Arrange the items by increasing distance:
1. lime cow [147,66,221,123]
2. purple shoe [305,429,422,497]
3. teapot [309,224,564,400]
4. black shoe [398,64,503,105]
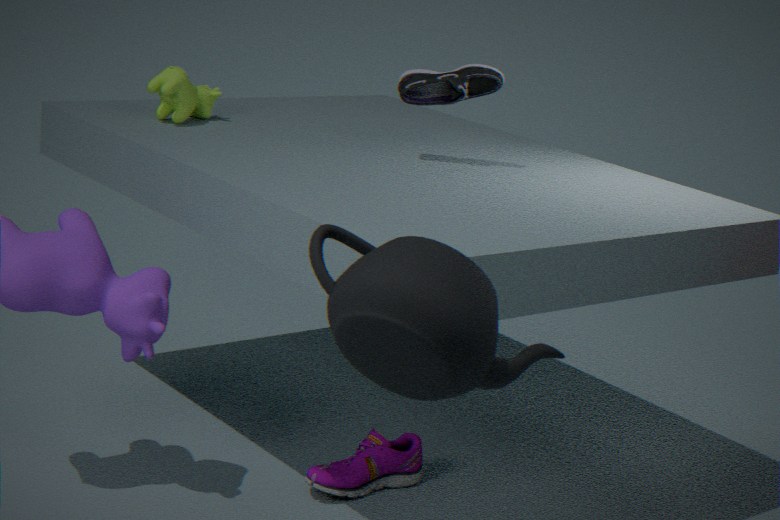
teapot [309,224,564,400] → purple shoe [305,429,422,497] → black shoe [398,64,503,105] → lime cow [147,66,221,123]
